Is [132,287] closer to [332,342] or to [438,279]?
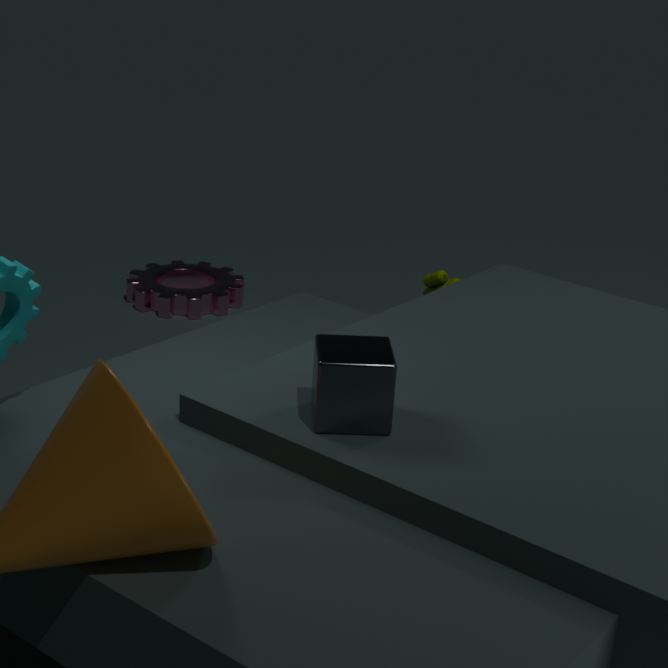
[438,279]
